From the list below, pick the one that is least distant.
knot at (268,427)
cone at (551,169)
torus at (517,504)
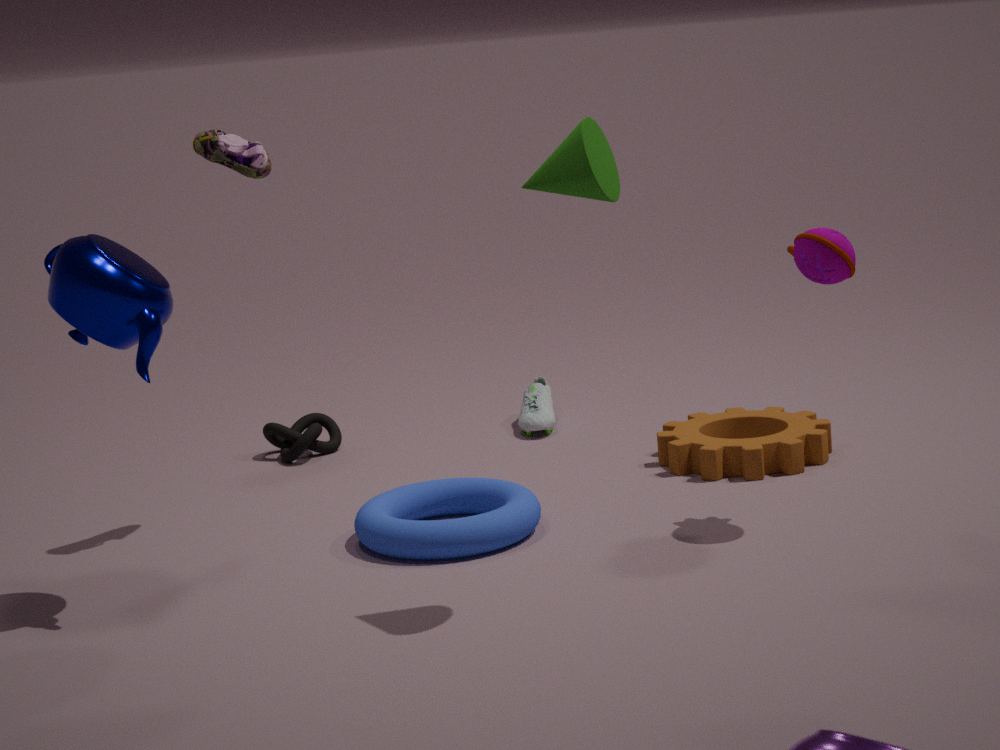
cone at (551,169)
